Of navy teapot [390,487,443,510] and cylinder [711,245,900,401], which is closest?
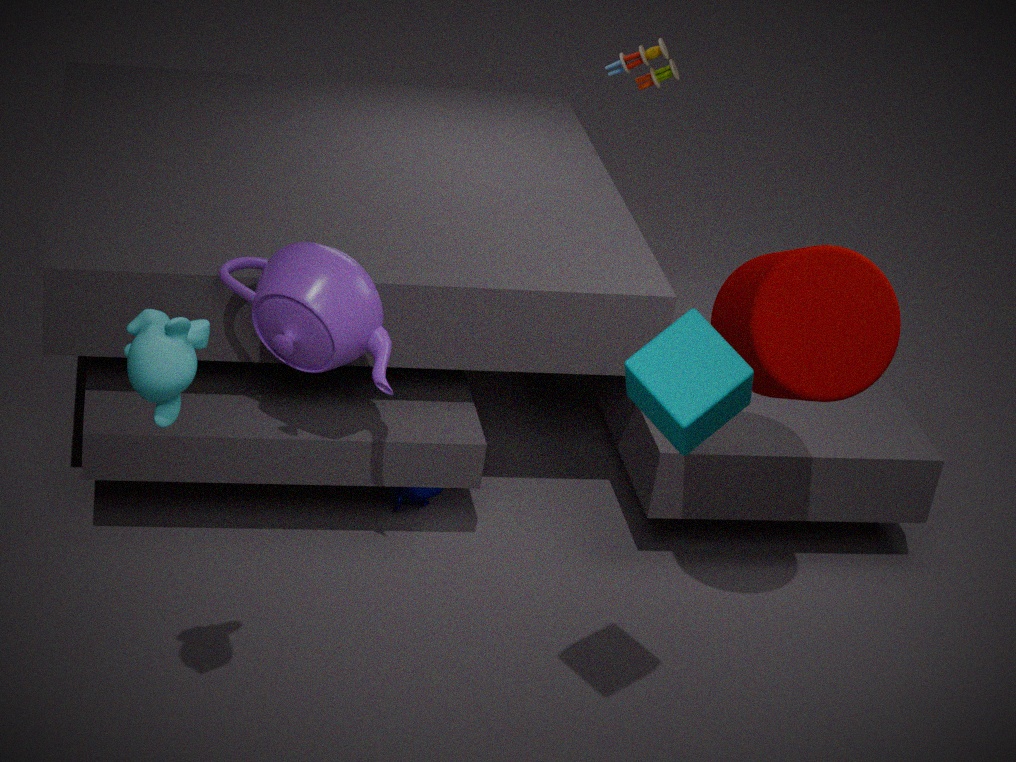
cylinder [711,245,900,401]
